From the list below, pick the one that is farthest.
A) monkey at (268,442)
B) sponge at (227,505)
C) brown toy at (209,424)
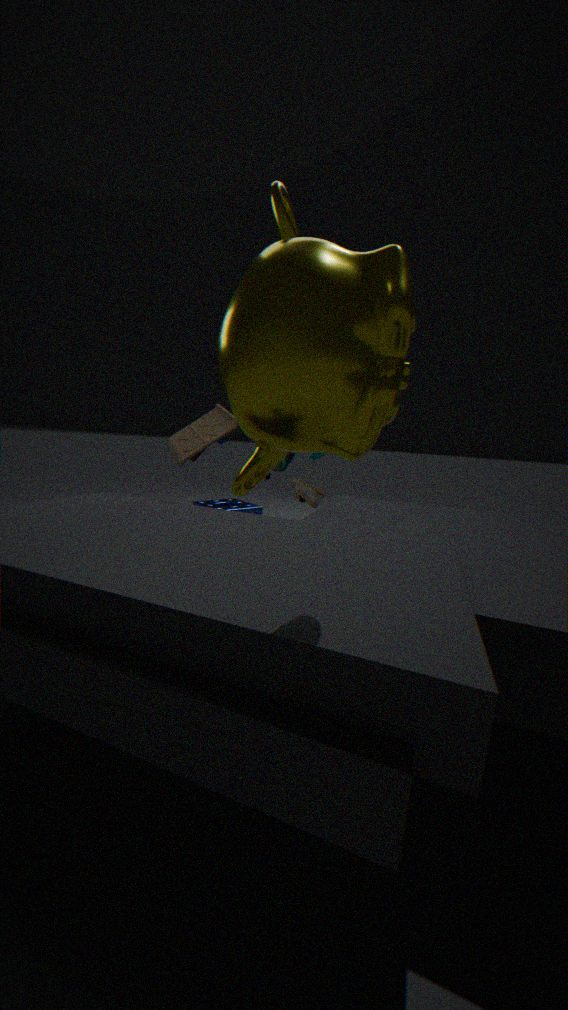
sponge at (227,505)
